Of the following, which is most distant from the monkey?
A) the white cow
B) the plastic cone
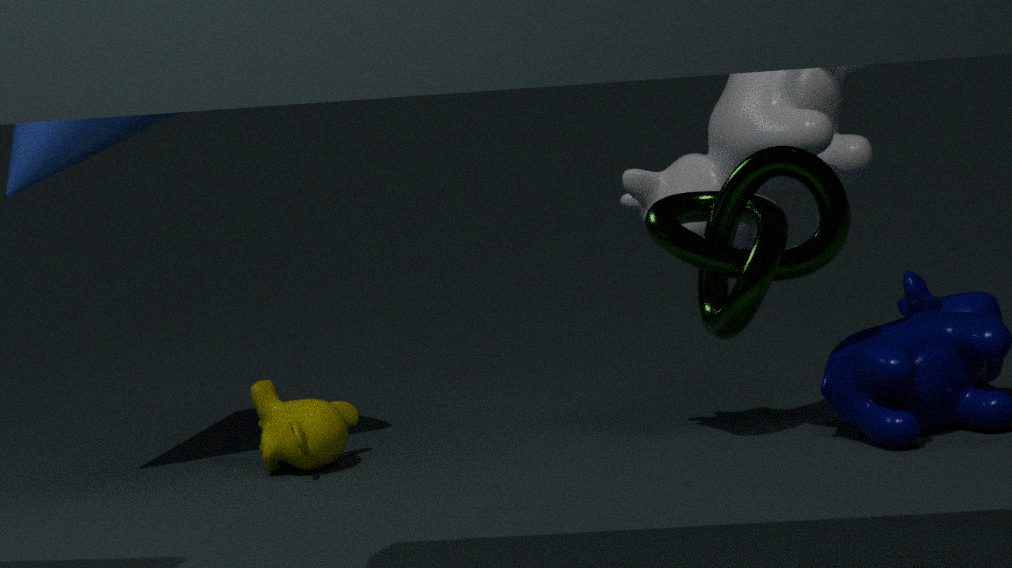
the white cow
